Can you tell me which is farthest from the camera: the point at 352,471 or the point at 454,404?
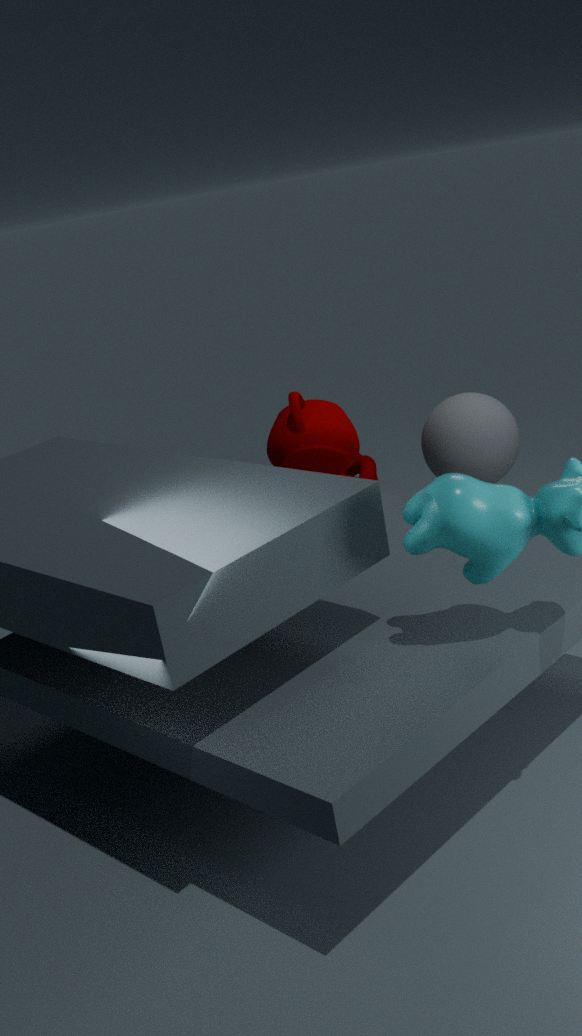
the point at 352,471
